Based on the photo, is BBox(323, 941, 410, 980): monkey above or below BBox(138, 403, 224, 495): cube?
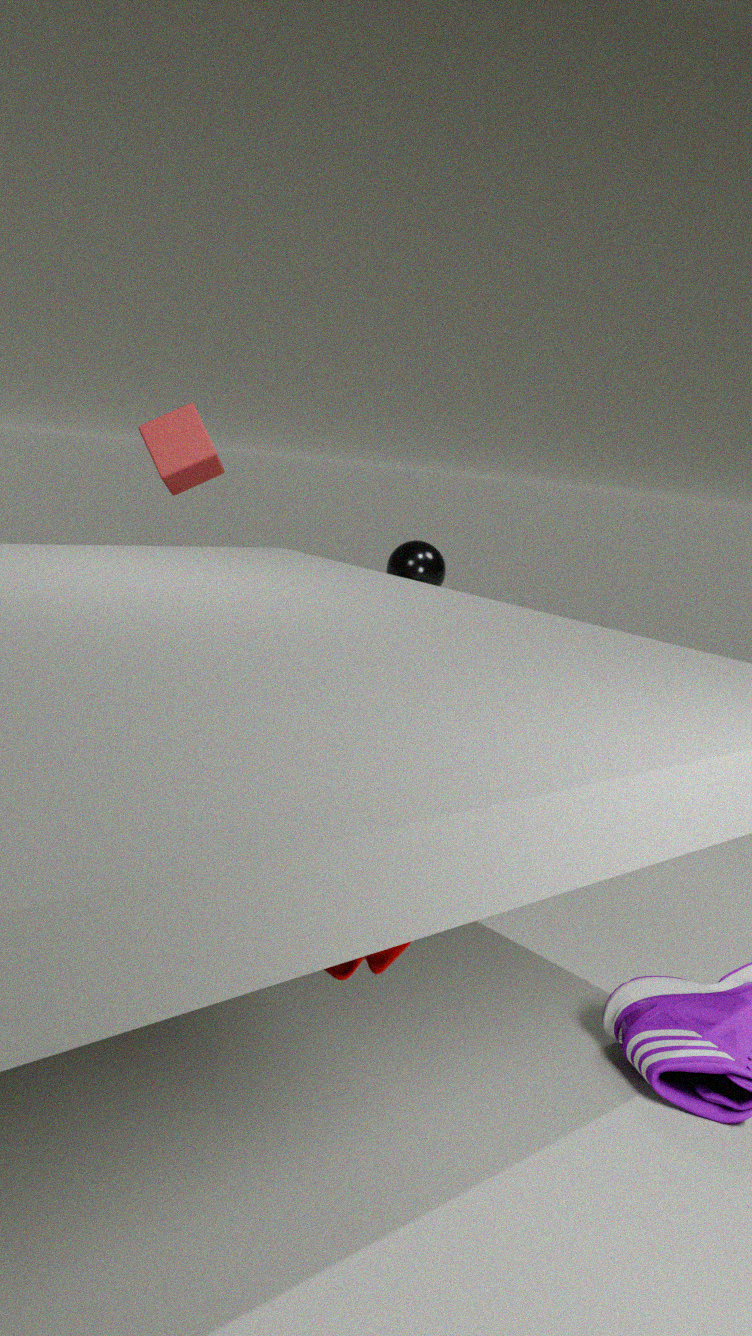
below
